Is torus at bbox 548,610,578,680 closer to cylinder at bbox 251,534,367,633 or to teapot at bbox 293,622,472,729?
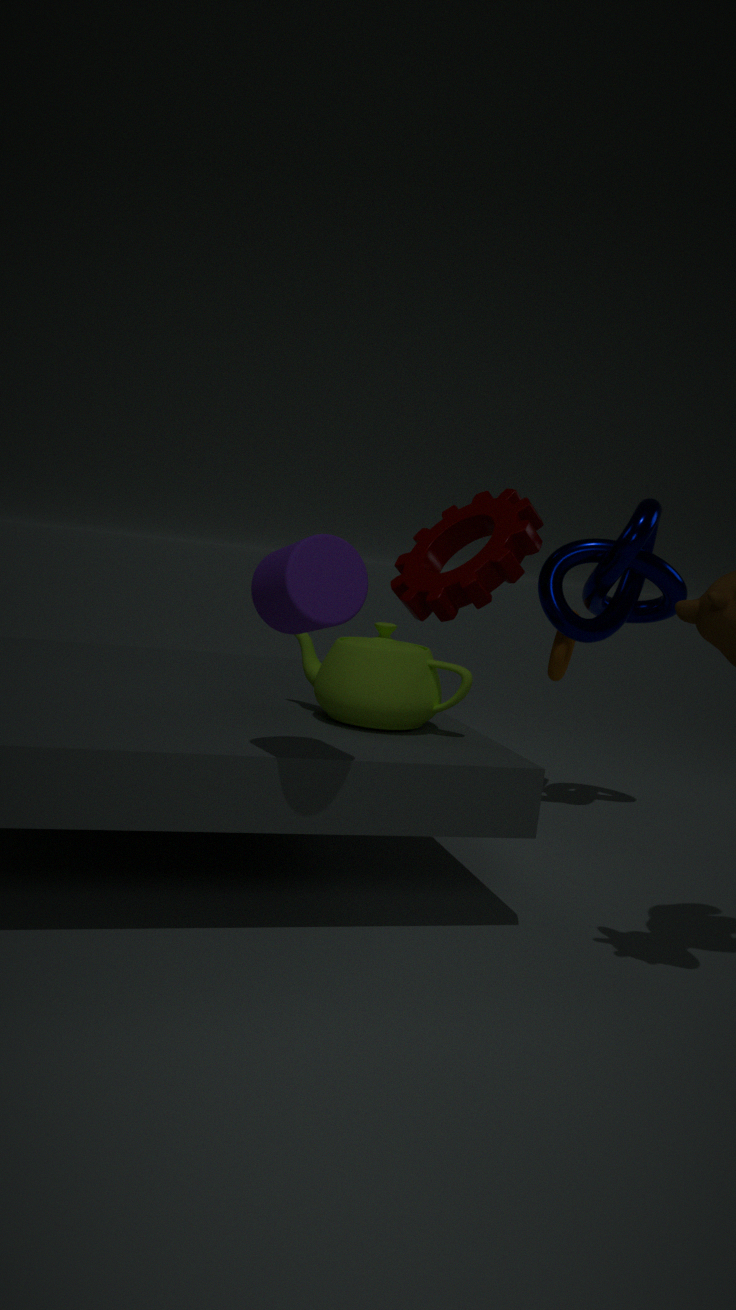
teapot at bbox 293,622,472,729
